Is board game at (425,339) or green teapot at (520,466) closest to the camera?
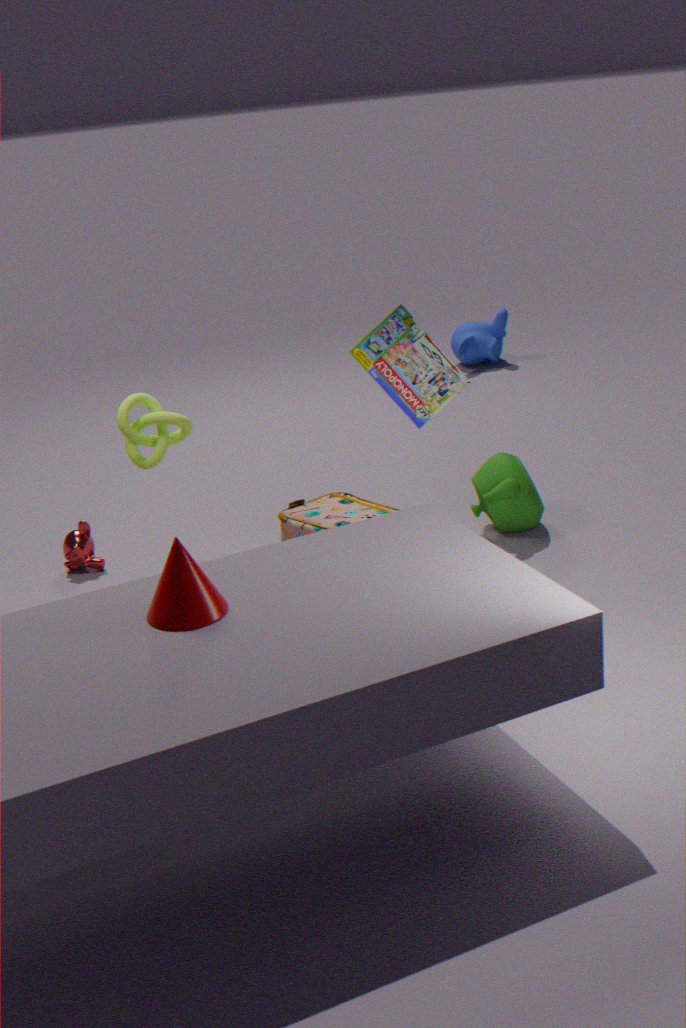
board game at (425,339)
